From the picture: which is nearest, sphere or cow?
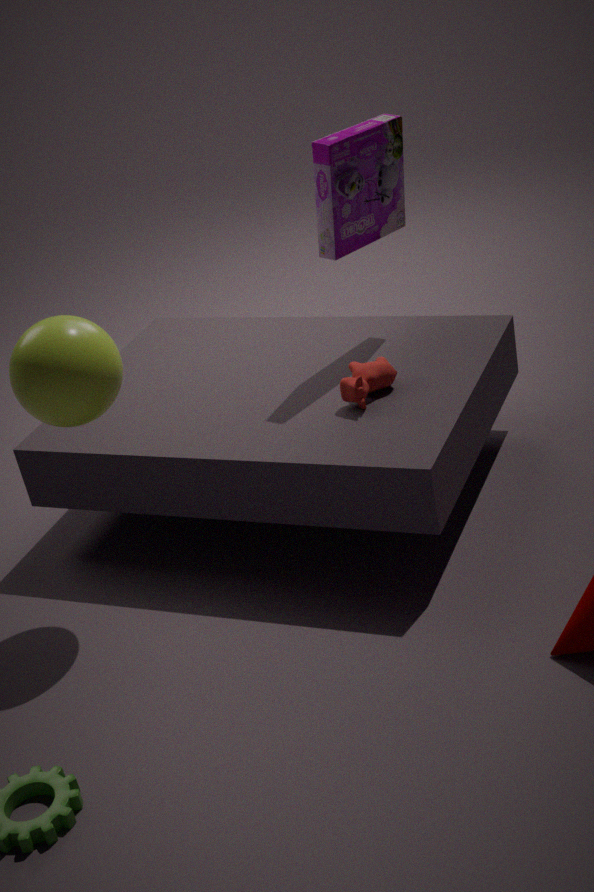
sphere
